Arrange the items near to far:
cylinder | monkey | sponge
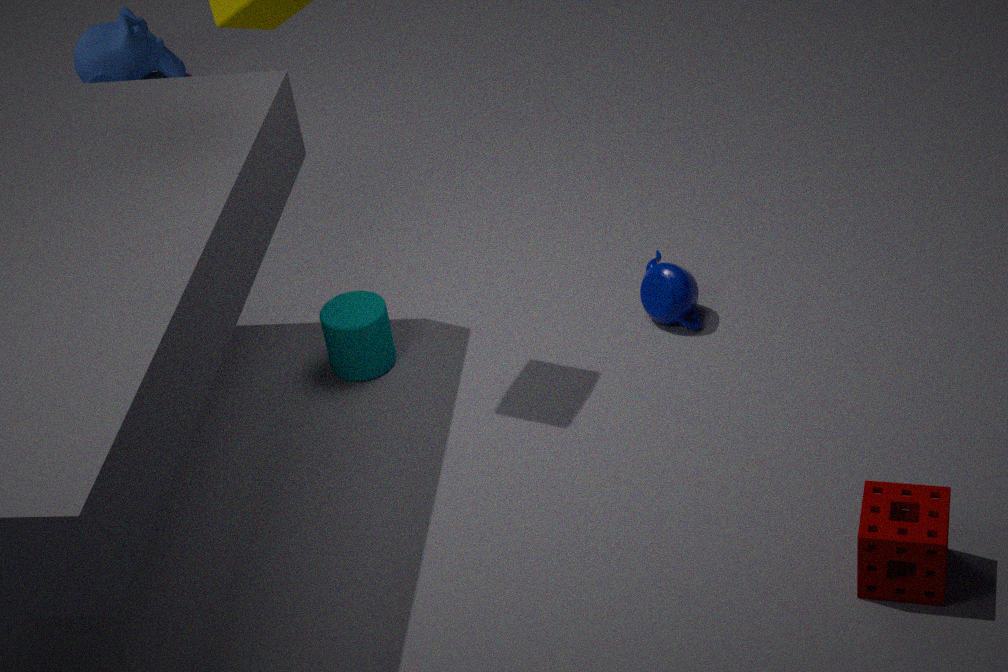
sponge, cylinder, monkey
